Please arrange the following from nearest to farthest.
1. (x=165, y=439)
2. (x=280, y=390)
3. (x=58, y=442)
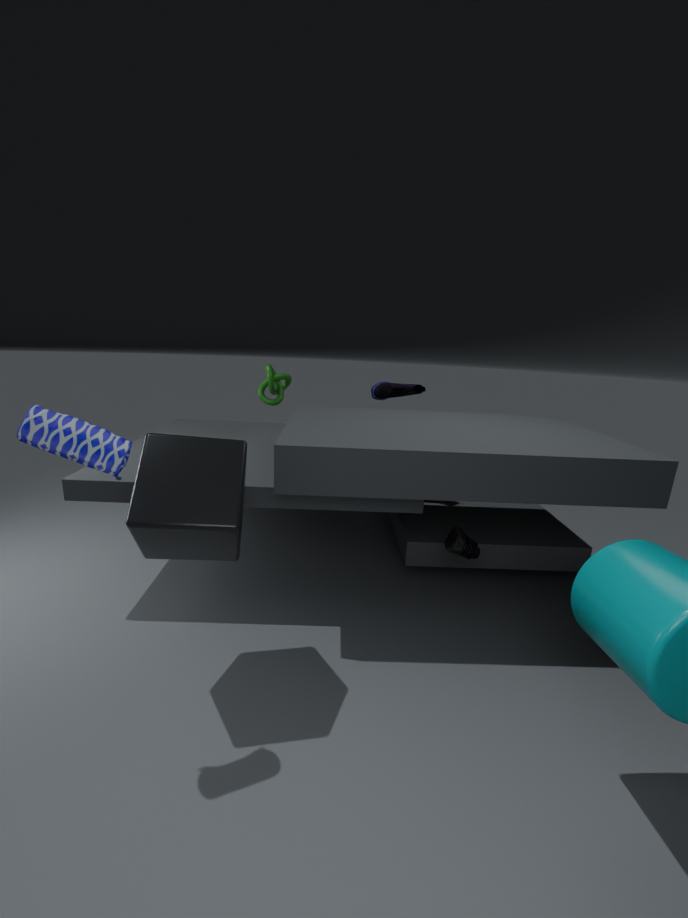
(x=58, y=442) < (x=165, y=439) < (x=280, y=390)
